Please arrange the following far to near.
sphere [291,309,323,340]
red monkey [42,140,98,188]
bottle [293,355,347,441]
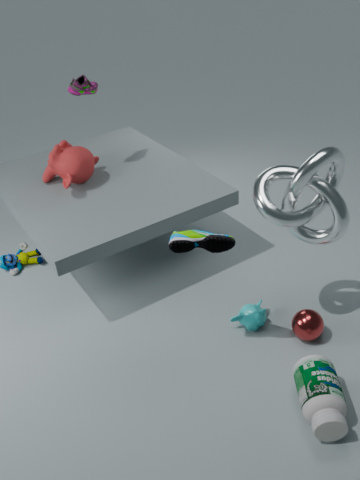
red monkey [42,140,98,188] → sphere [291,309,323,340] → bottle [293,355,347,441]
